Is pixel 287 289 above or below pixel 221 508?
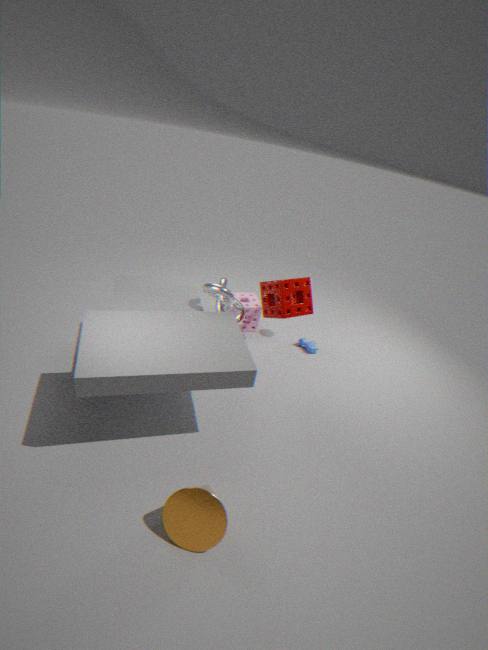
above
